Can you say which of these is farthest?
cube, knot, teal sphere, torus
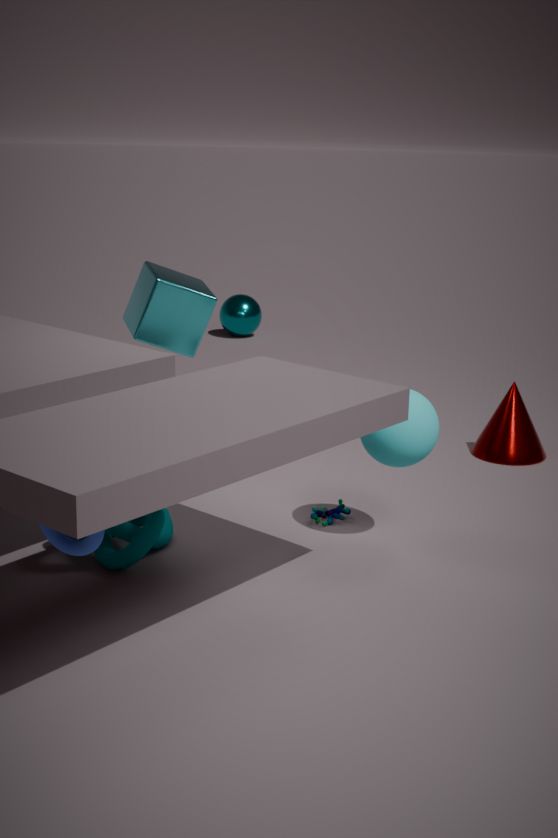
teal sphere
